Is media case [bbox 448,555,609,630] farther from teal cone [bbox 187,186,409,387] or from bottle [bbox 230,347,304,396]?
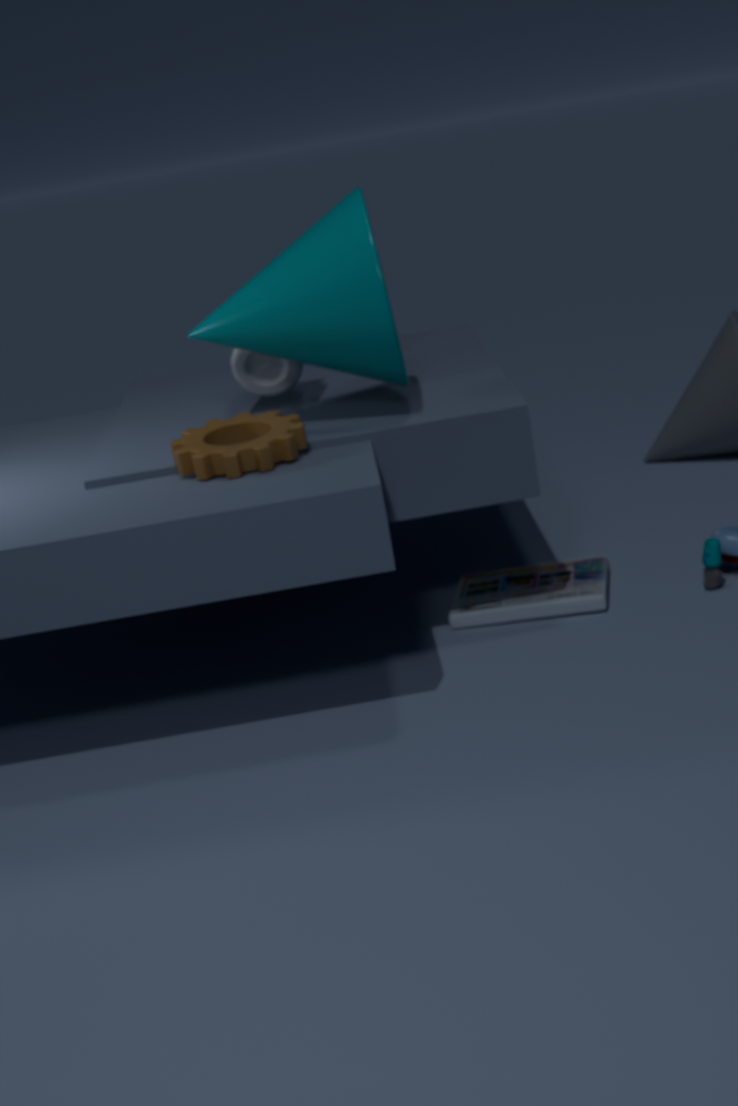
bottle [bbox 230,347,304,396]
